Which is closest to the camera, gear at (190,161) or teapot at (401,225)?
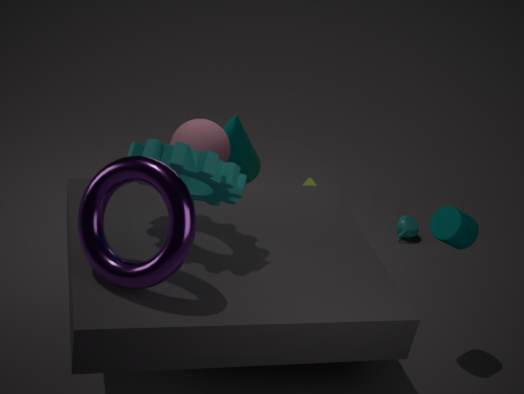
gear at (190,161)
